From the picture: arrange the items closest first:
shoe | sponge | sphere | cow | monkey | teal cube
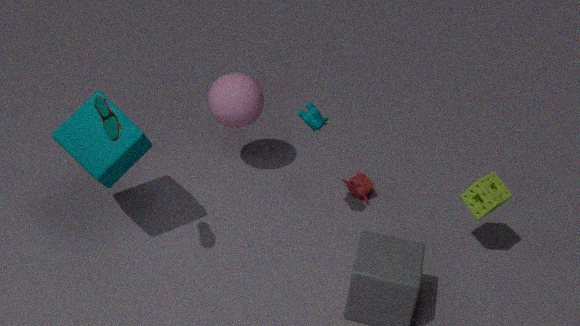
1. shoe
2. teal cube
3. cow
4. sponge
5. sphere
6. monkey
